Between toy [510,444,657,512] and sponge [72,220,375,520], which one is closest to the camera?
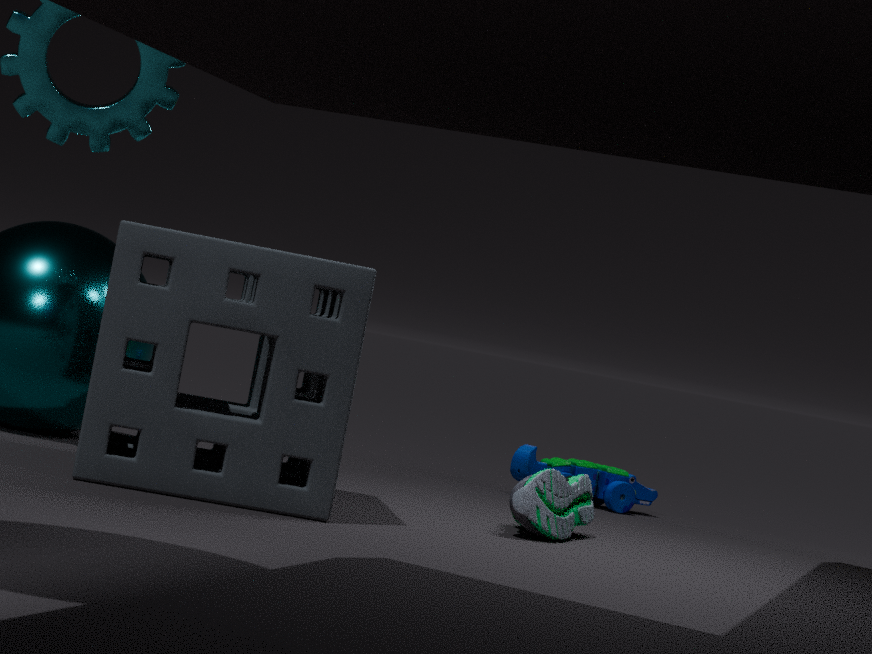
sponge [72,220,375,520]
